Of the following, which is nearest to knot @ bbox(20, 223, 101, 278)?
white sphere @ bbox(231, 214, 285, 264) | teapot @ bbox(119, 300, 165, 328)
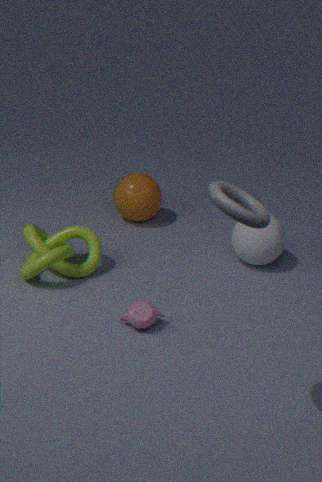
teapot @ bbox(119, 300, 165, 328)
